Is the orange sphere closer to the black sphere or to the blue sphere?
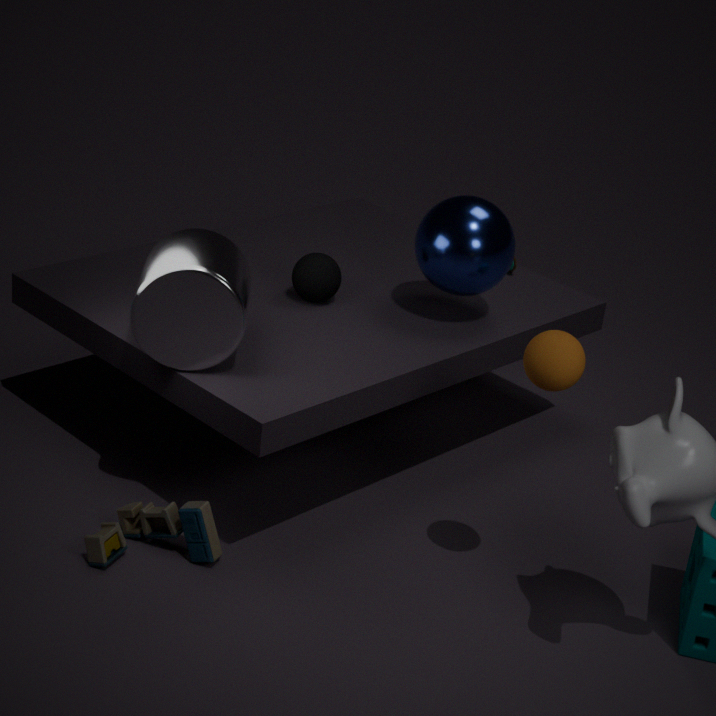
the blue sphere
